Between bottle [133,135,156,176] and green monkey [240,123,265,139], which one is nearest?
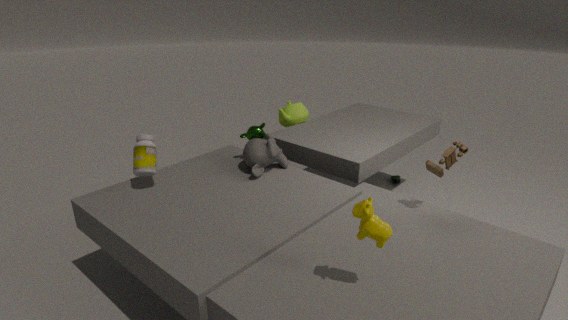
bottle [133,135,156,176]
